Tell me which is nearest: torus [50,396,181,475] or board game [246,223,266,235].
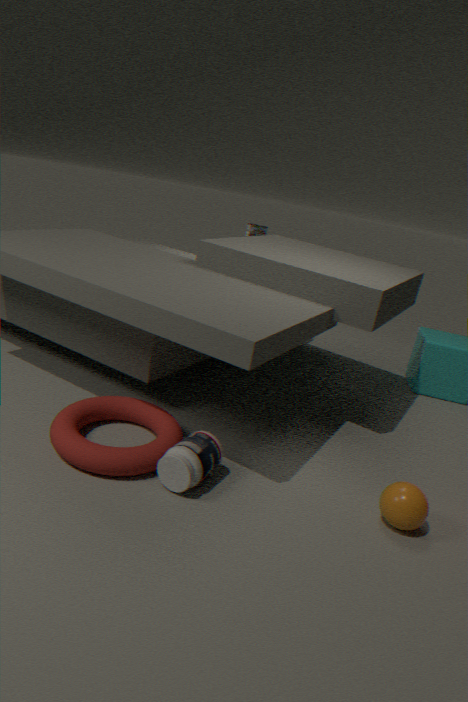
torus [50,396,181,475]
